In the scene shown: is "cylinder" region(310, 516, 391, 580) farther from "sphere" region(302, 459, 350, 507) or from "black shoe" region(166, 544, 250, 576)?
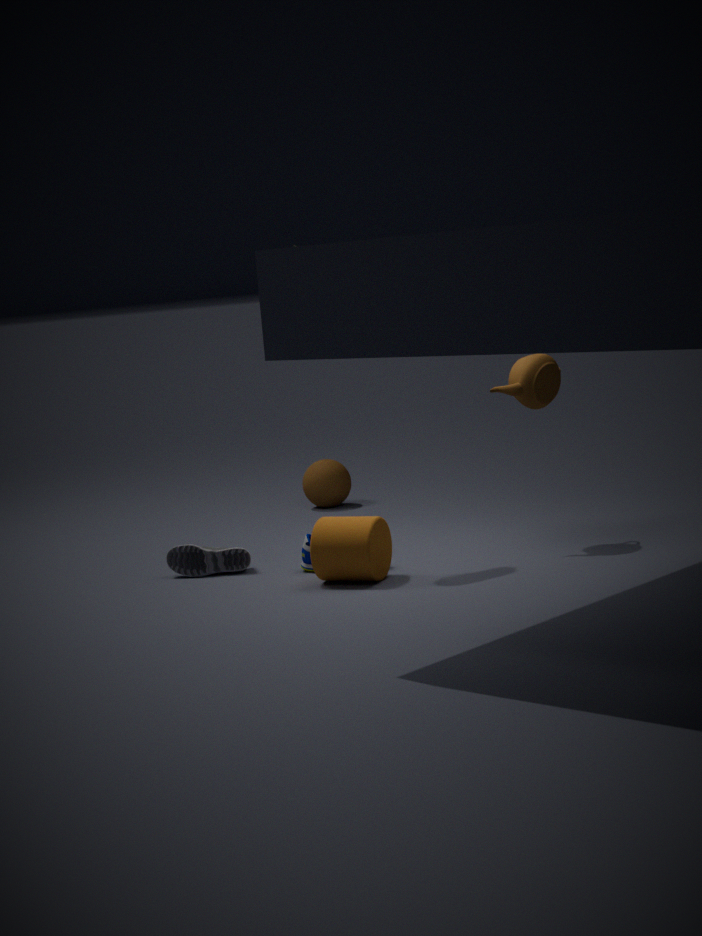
"sphere" region(302, 459, 350, 507)
